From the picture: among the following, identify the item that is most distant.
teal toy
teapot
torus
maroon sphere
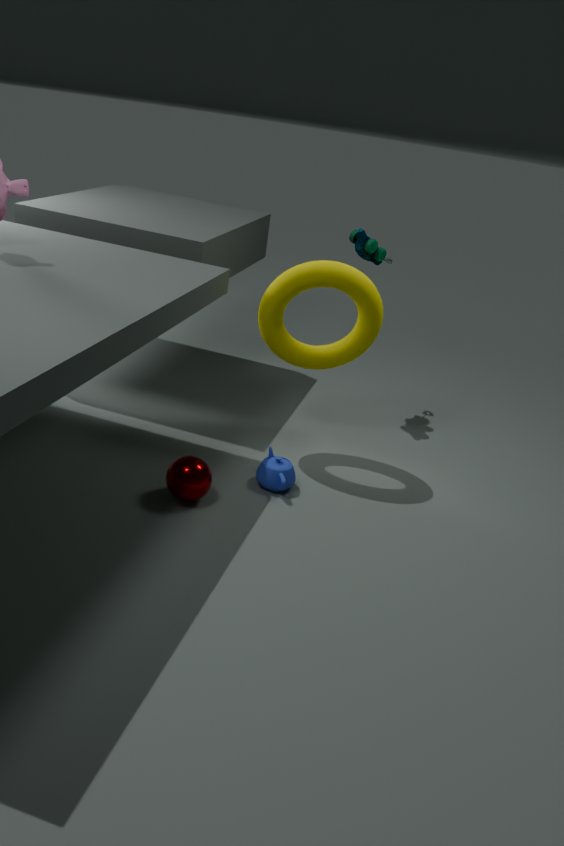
teal toy
